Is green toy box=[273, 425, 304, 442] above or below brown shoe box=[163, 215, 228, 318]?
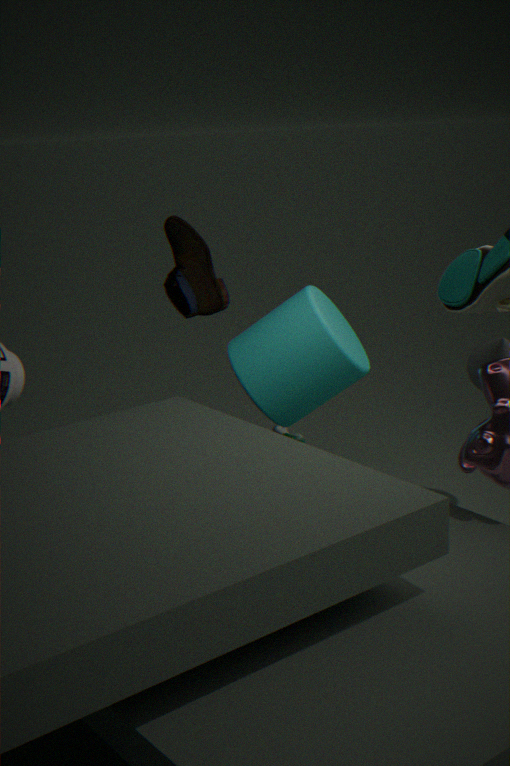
below
